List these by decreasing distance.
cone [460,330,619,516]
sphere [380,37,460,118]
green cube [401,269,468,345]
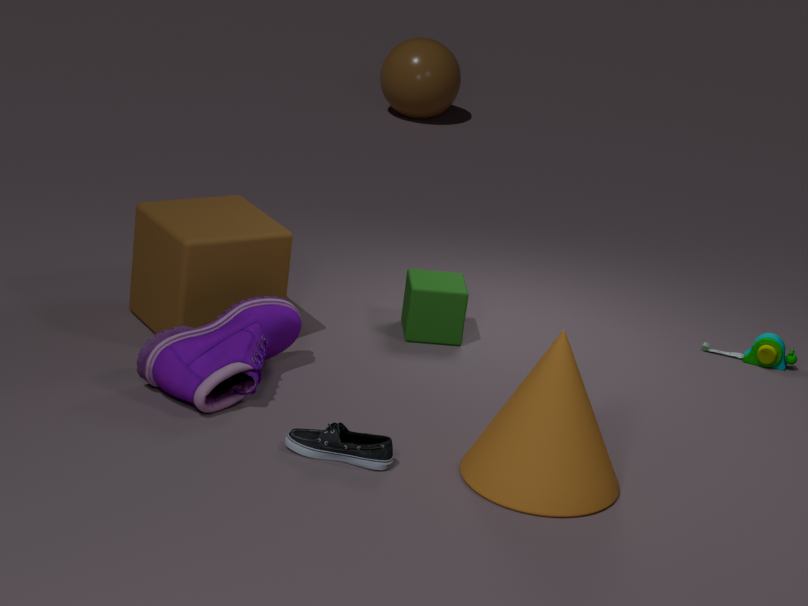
sphere [380,37,460,118]
green cube [401,269,468,345]
cone [460,330,619,516]
